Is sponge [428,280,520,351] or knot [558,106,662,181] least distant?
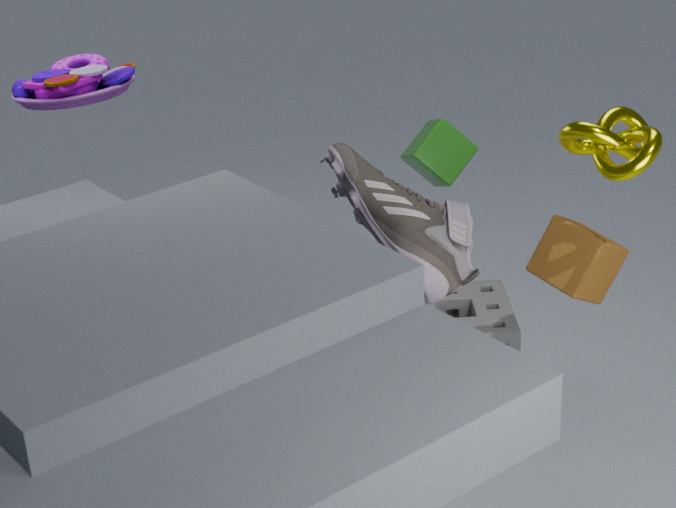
knot [558,106,662,181]
